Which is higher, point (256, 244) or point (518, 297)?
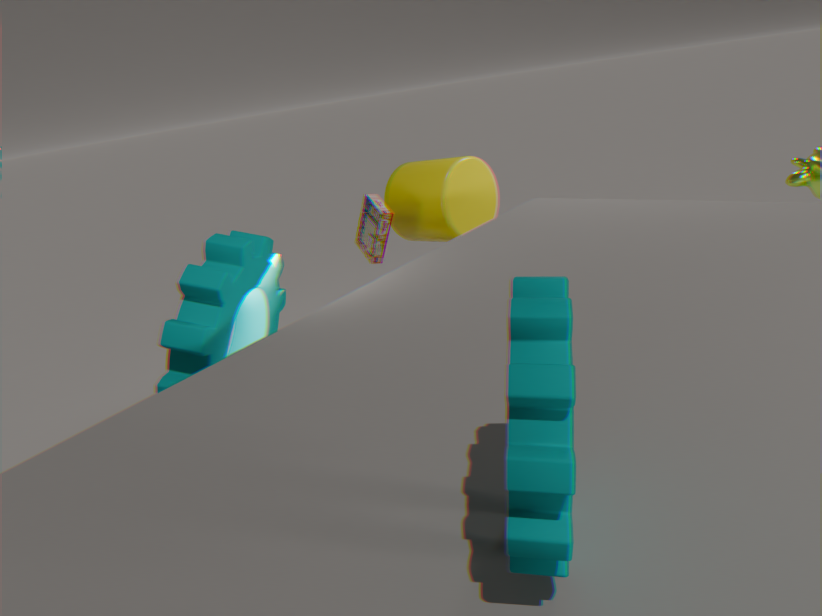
point (518, 297)
